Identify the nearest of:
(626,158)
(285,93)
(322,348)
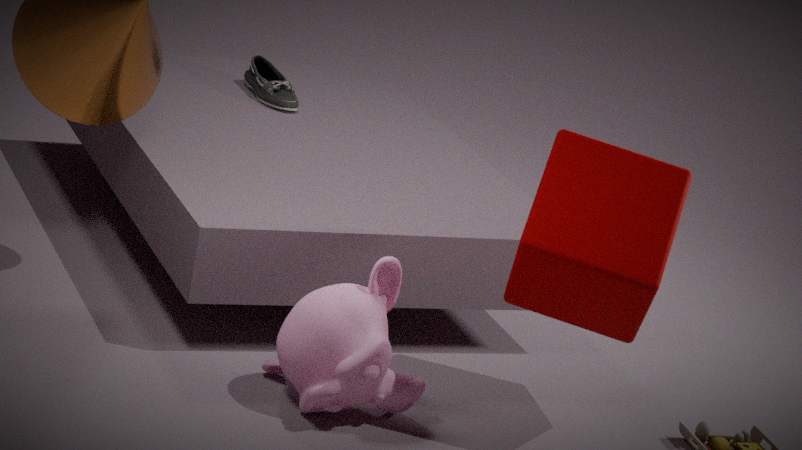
(322,348)
